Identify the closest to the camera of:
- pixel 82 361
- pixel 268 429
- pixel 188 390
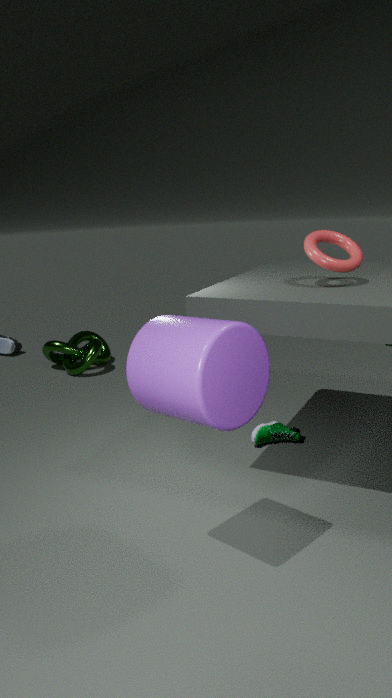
pixel 188 390
